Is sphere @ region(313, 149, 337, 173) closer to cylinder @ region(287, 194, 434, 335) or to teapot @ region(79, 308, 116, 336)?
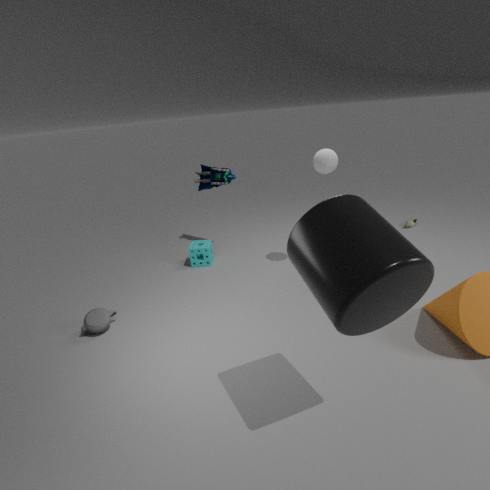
cylinder @ region(287, 194, 434, 335)
